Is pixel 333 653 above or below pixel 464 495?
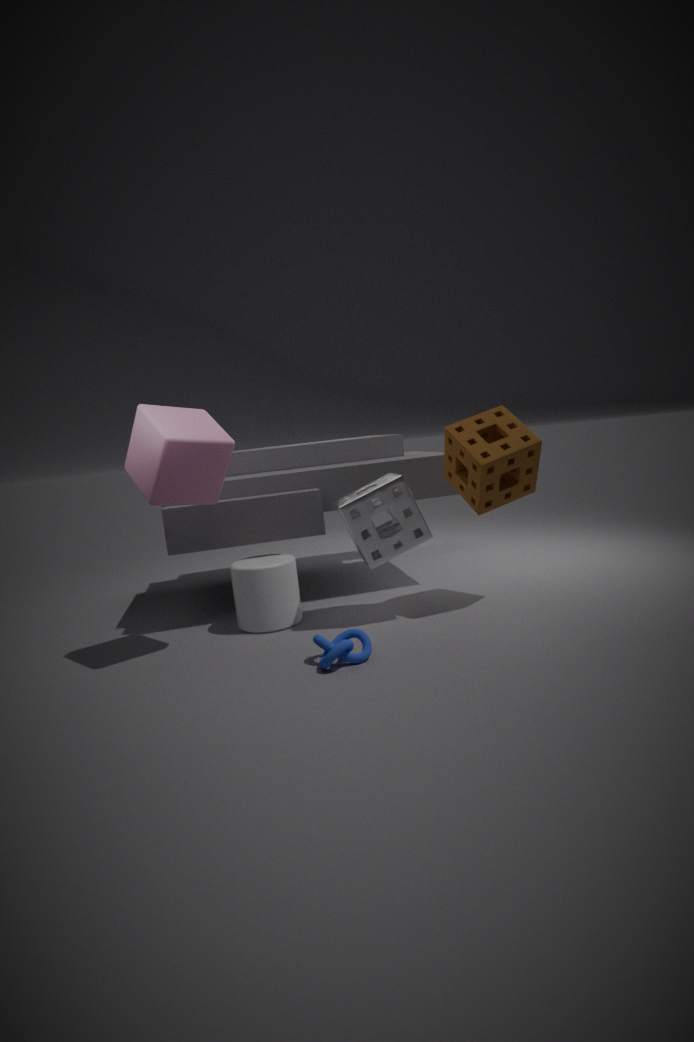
below
